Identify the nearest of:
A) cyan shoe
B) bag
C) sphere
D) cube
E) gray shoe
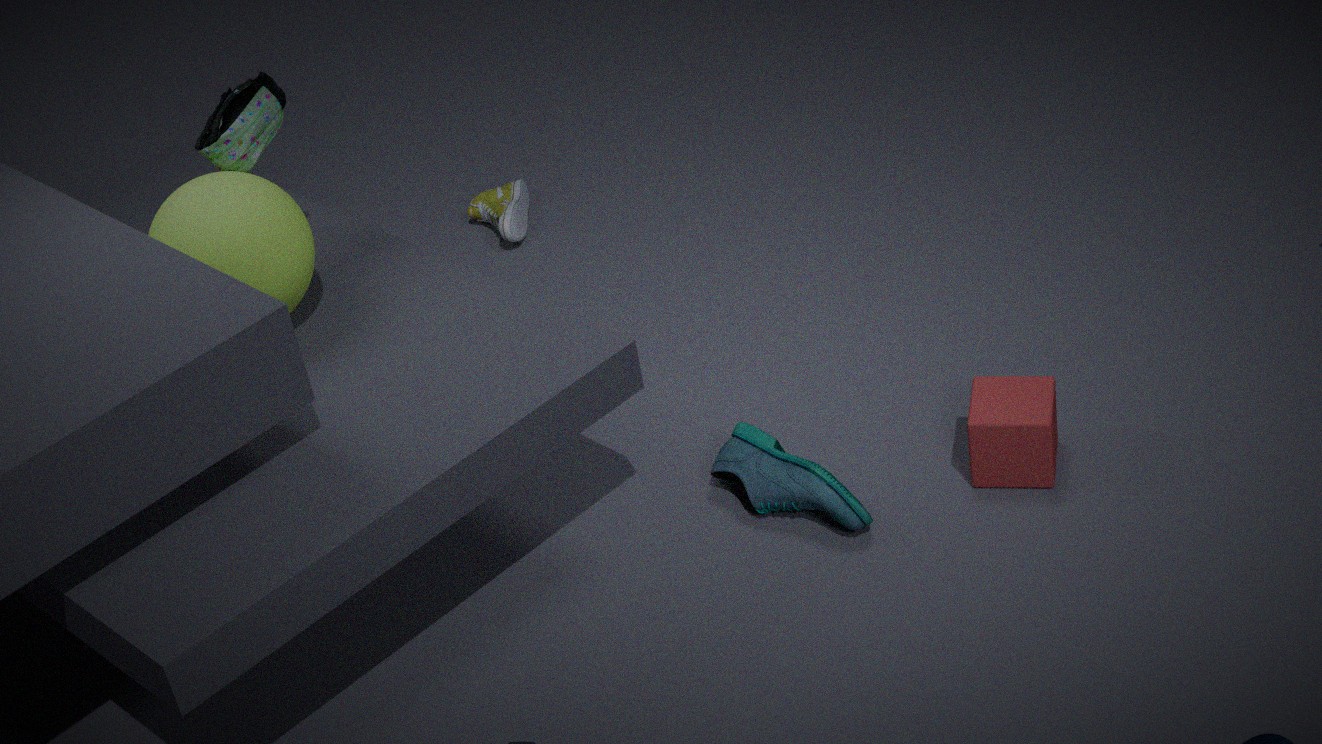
sphere
